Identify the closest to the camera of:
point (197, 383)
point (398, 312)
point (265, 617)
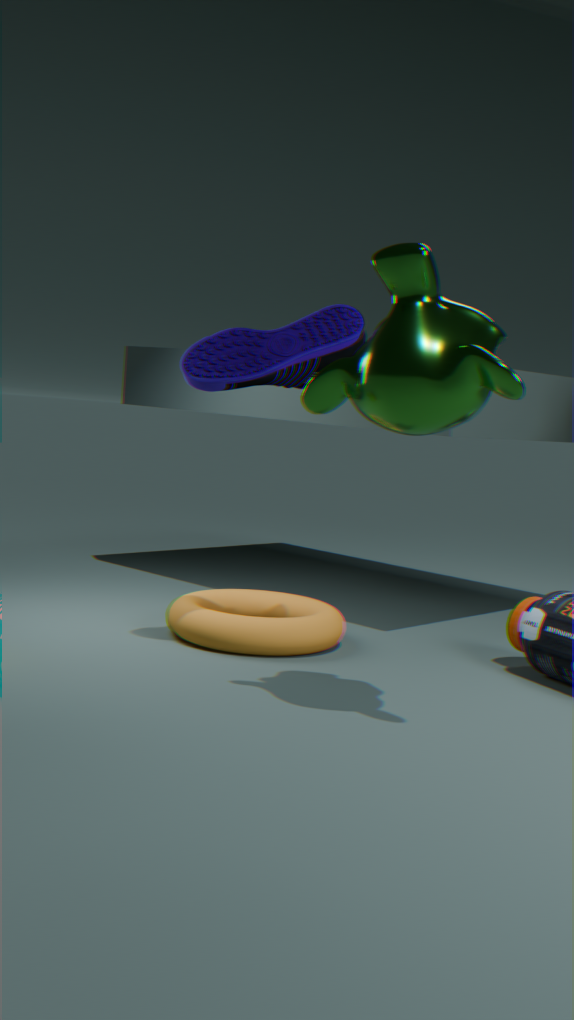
point (398, 312)
